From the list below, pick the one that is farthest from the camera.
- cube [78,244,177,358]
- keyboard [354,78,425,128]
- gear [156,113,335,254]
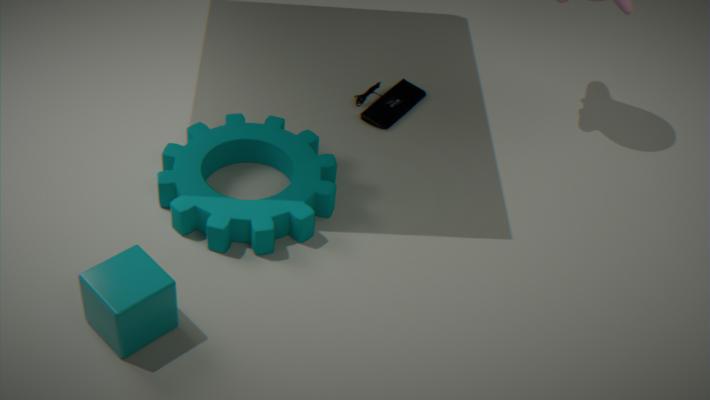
keyboard [354,78,425,128]
